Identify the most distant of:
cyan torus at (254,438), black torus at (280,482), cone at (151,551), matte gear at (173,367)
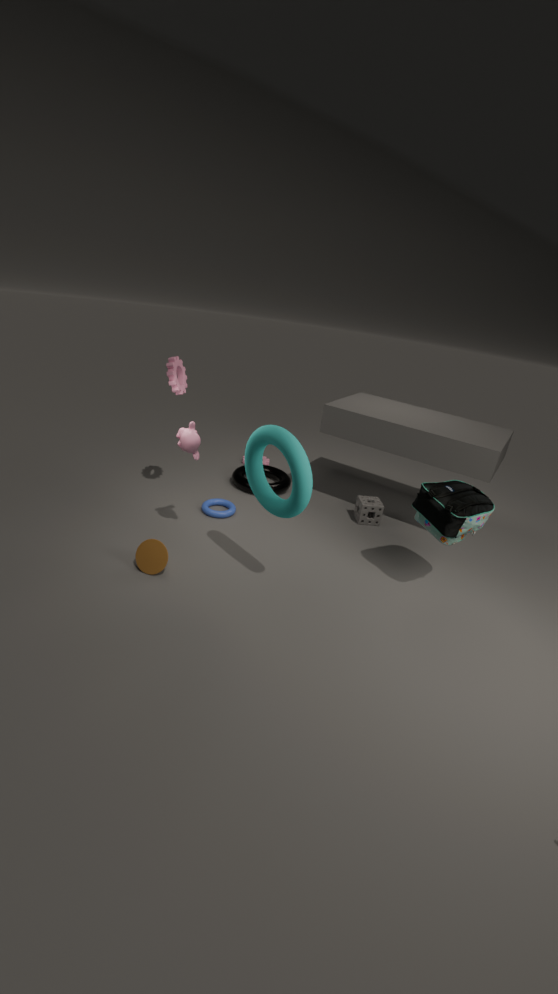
black torus at (280,482)
